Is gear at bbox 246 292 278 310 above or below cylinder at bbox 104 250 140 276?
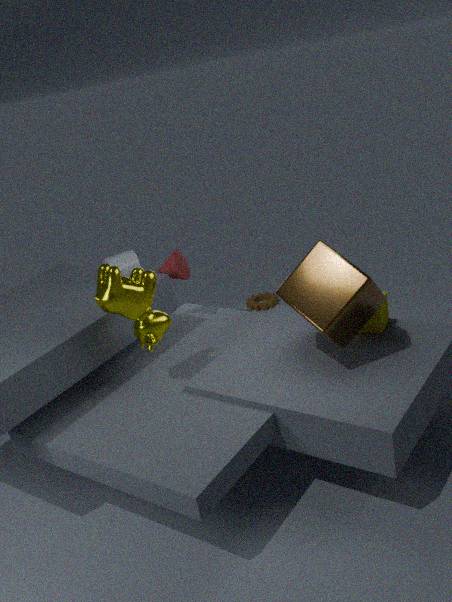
below
